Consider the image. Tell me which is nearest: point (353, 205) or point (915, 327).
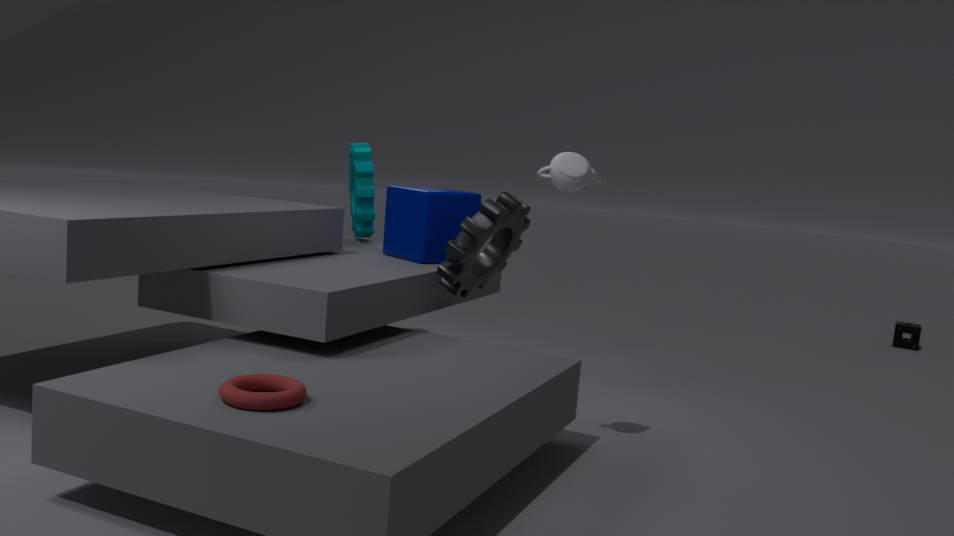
point (353, 205)
